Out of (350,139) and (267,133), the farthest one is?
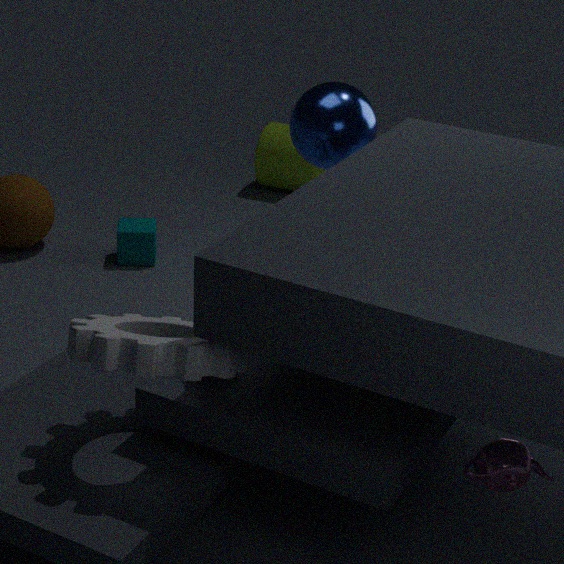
(267,133)
